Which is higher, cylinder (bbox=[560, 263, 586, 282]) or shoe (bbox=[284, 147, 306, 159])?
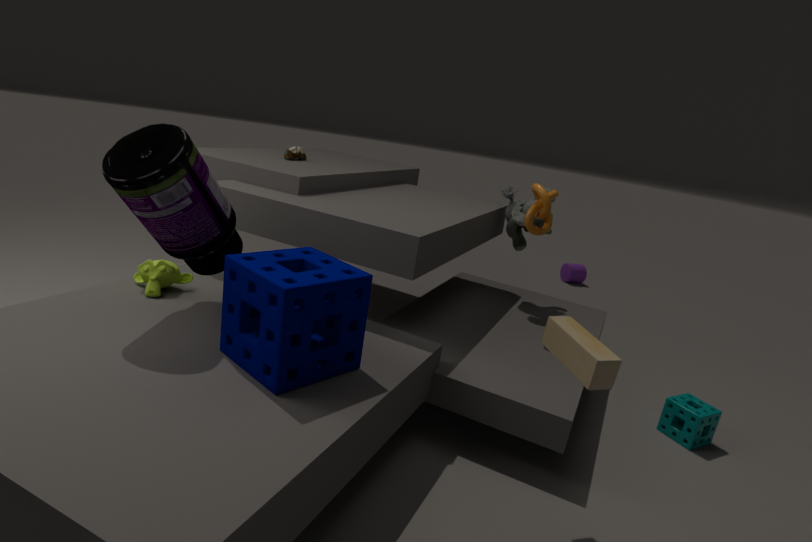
shoe (bbox=[284, 147, 306, 159])
